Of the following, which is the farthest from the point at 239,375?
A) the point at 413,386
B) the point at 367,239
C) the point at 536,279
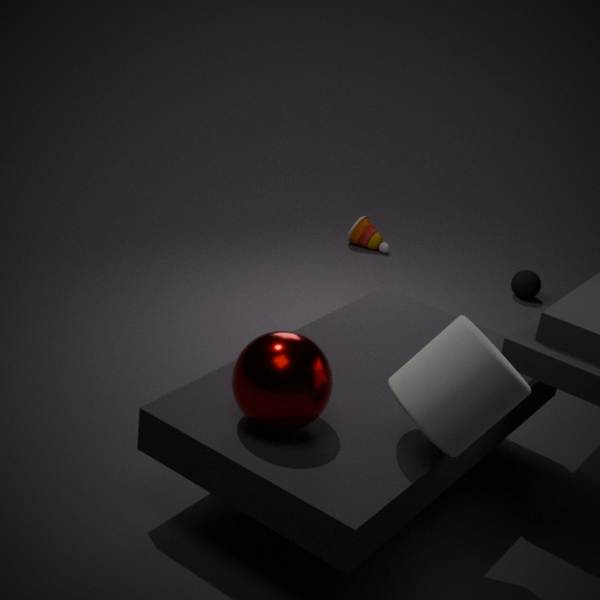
the point at 367,239
